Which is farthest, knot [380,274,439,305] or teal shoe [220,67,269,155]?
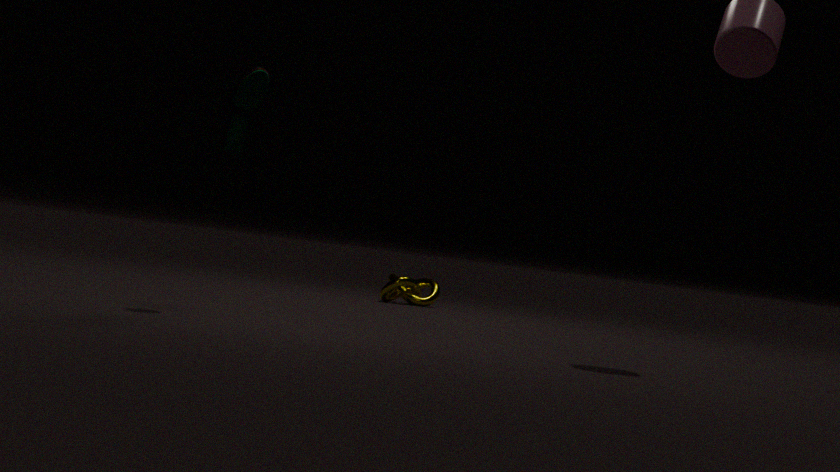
knot [380,274,439,305]
